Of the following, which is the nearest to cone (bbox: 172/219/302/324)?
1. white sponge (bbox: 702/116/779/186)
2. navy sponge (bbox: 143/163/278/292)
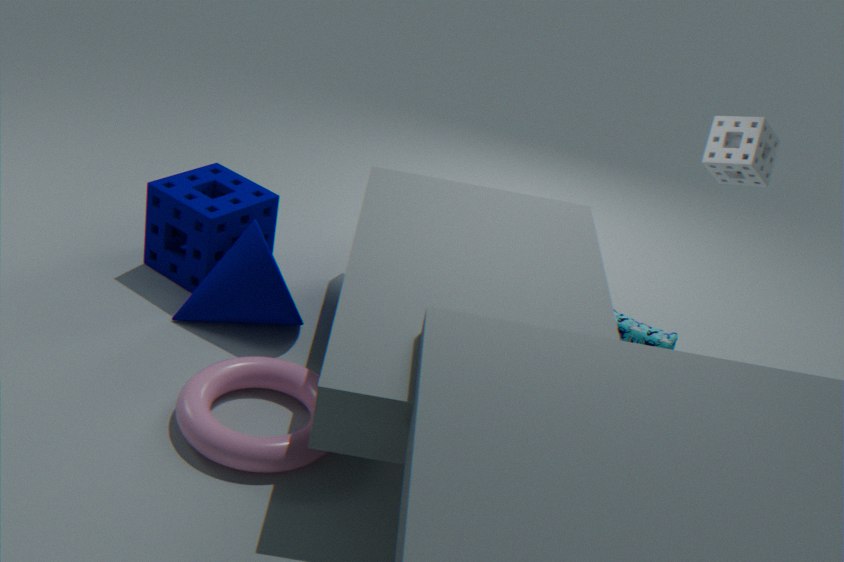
navy sponge (bbox: 143/163/278/292)
